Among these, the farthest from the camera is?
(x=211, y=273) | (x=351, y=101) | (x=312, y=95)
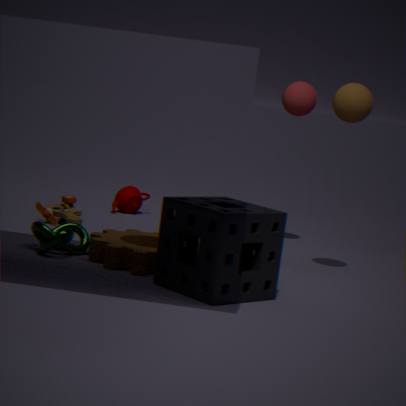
(x=312, y=95)
